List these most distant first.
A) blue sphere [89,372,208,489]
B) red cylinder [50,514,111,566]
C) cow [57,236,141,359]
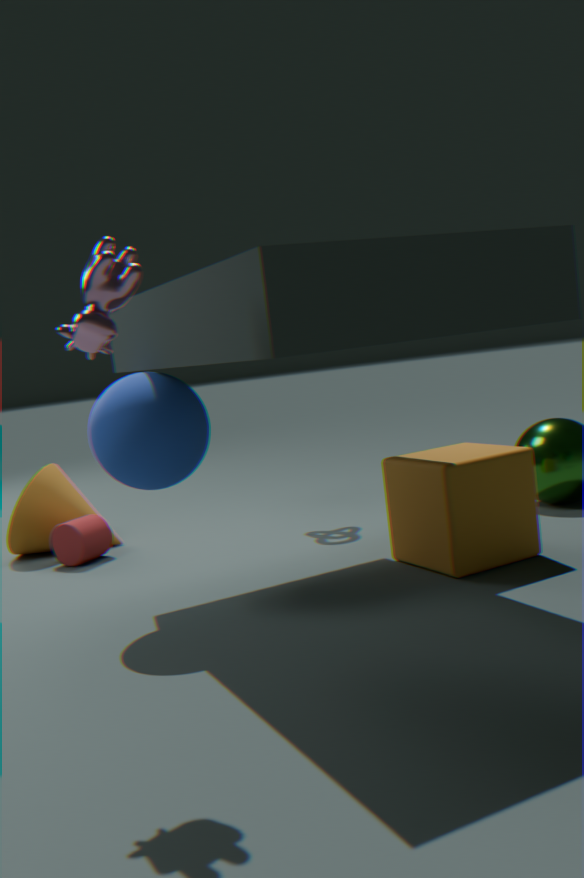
red cylinder [50,514,111,566] < blue sphere [89,372,208,489] < cow [57,236,141,359]
